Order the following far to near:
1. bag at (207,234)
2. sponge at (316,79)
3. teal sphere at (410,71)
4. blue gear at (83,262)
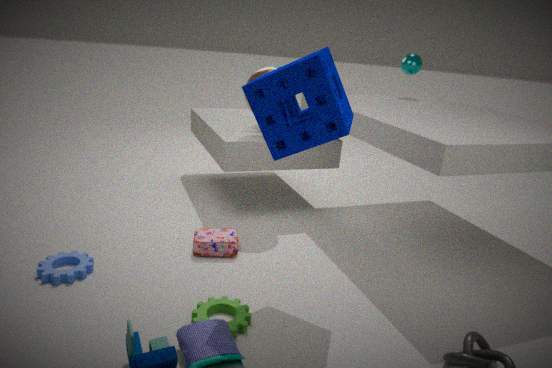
teal sphere at (410,71)
bag at (207,234)
blue gear at (83,262)
sponge at (316,79)
